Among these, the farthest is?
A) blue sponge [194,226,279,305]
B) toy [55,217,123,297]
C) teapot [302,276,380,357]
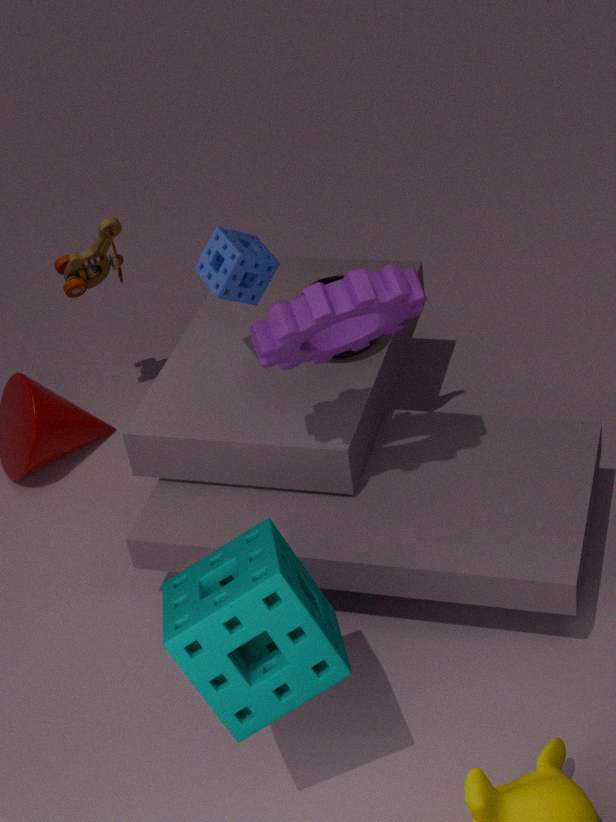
toy [55,217,123,297]
